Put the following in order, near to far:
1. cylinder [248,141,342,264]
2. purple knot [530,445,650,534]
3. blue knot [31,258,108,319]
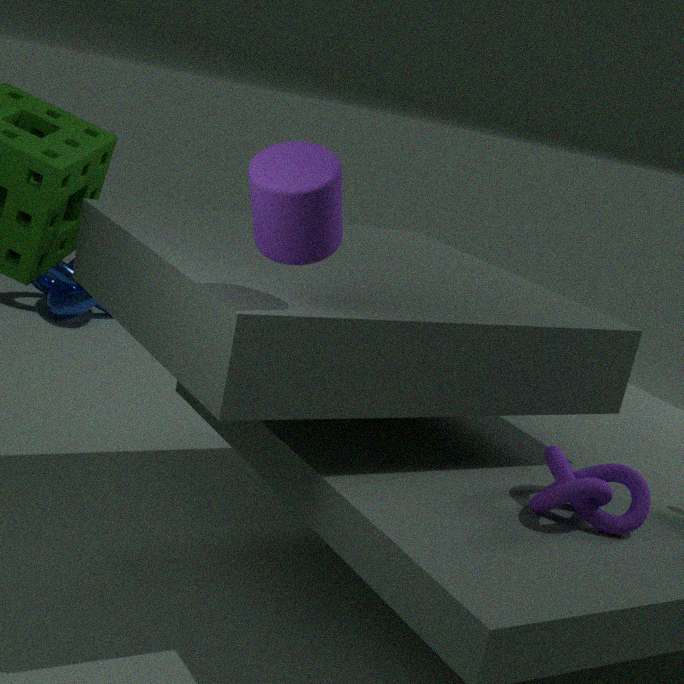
cylinder [248,141,342,264], purple knot [530,445,650,534], blue knot [31,258,108,319]
